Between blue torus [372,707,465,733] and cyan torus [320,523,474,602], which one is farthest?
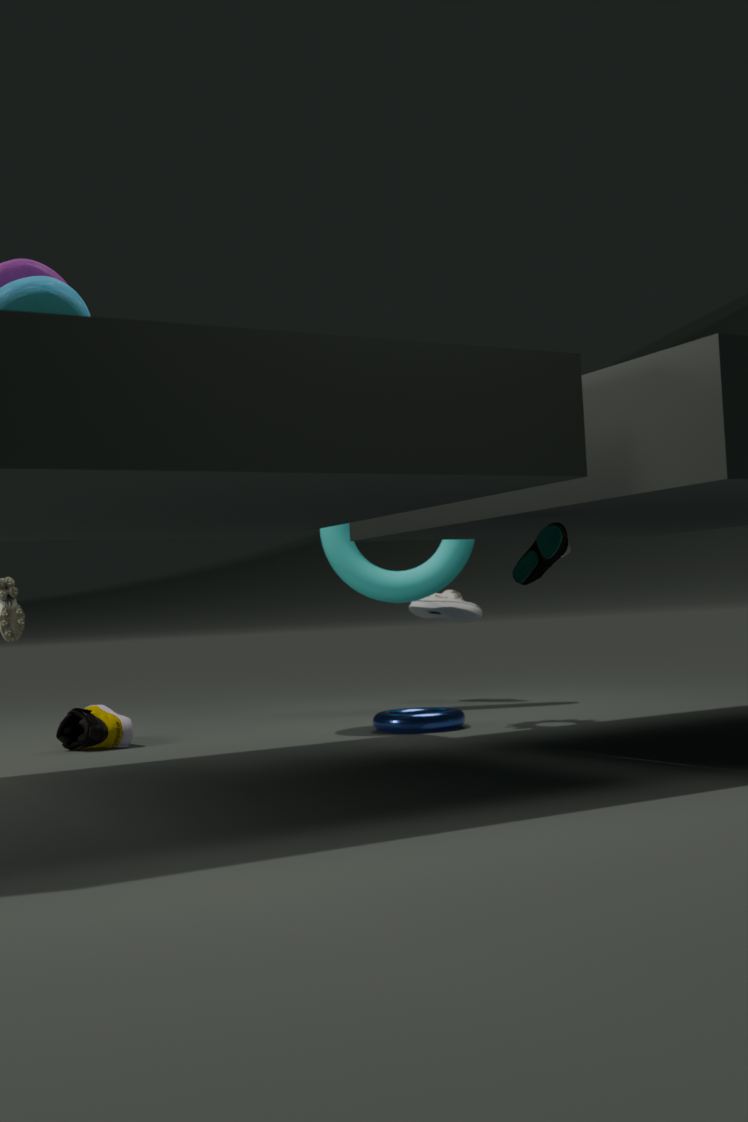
cyan torus [320,523,474,602]
